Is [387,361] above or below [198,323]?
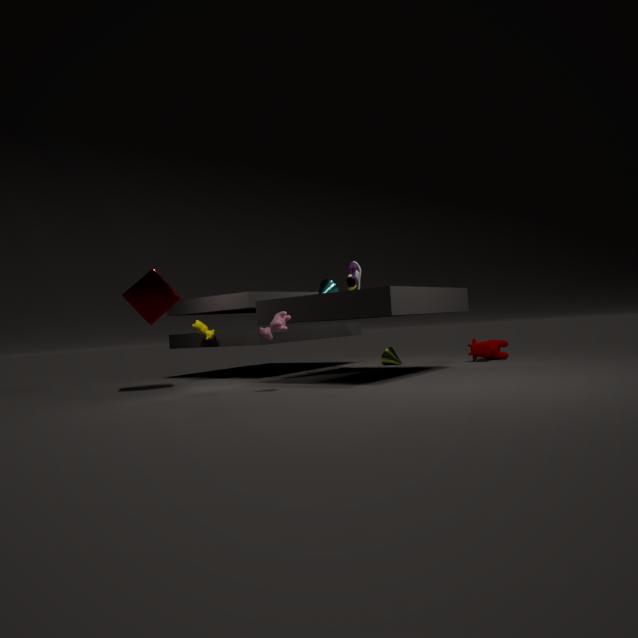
below
